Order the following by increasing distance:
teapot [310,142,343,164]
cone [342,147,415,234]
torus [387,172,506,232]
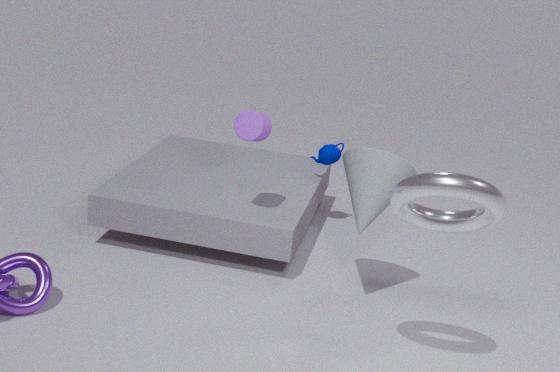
1. torus [387,172,506,232]
2. cone [342,147,415,234]
3. teapot [310,142,343,164]
